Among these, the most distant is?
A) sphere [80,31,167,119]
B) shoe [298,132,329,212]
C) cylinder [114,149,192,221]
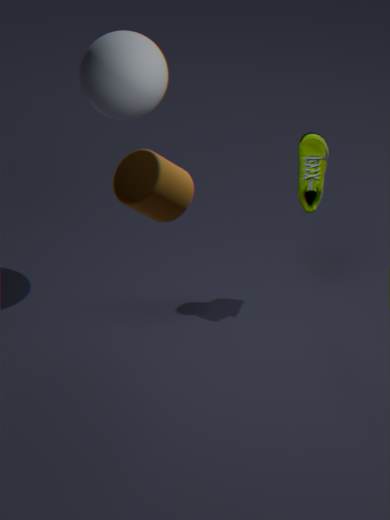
shoe [298,132,329,212]
